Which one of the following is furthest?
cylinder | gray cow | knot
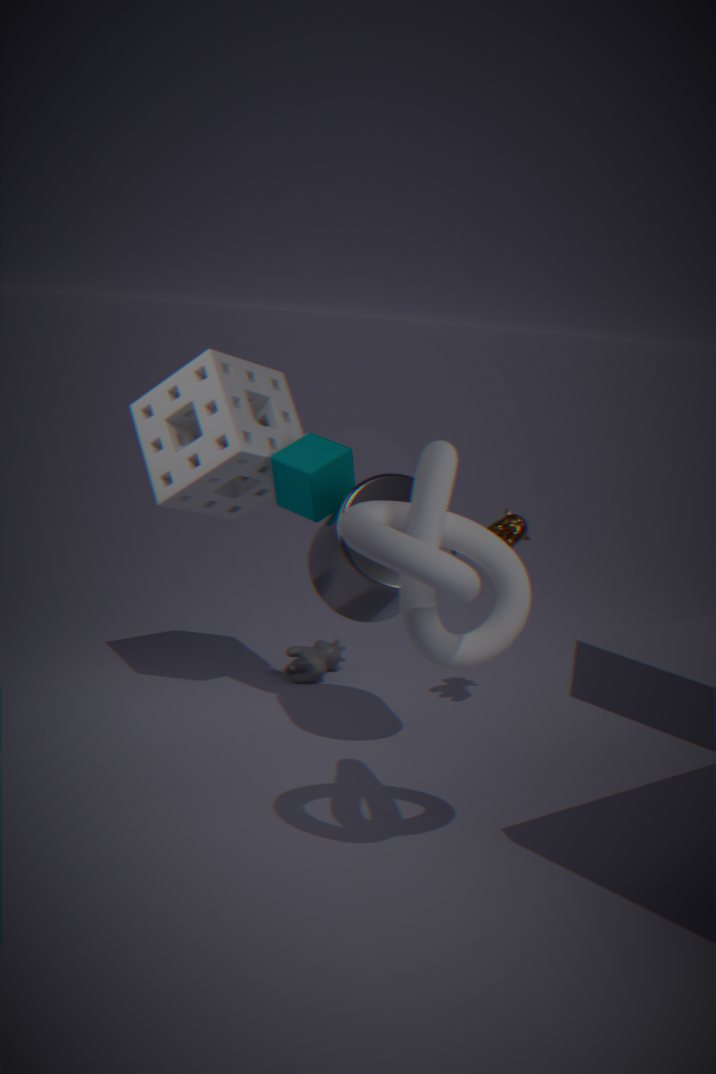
gray cow
